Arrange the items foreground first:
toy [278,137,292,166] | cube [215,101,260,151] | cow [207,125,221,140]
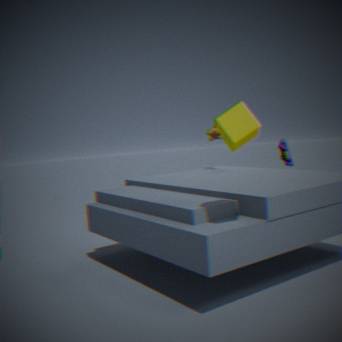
1. cube [215,101,260,151]
2. cow [207,125,221,140]
3. toy [278,137,292,166]
